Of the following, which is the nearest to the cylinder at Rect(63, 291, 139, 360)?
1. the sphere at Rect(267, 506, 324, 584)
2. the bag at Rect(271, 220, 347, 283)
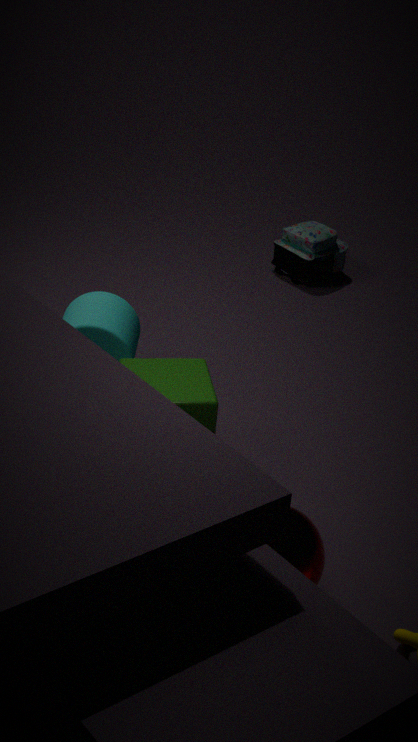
the sphere at Rect(267, 506, 324, 584)
